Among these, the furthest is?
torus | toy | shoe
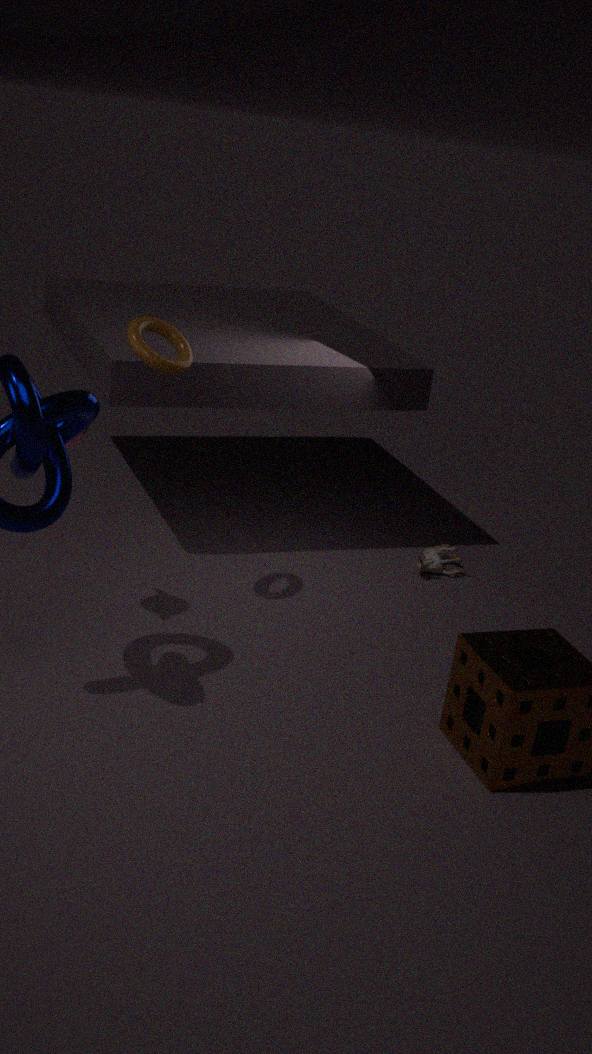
toy
